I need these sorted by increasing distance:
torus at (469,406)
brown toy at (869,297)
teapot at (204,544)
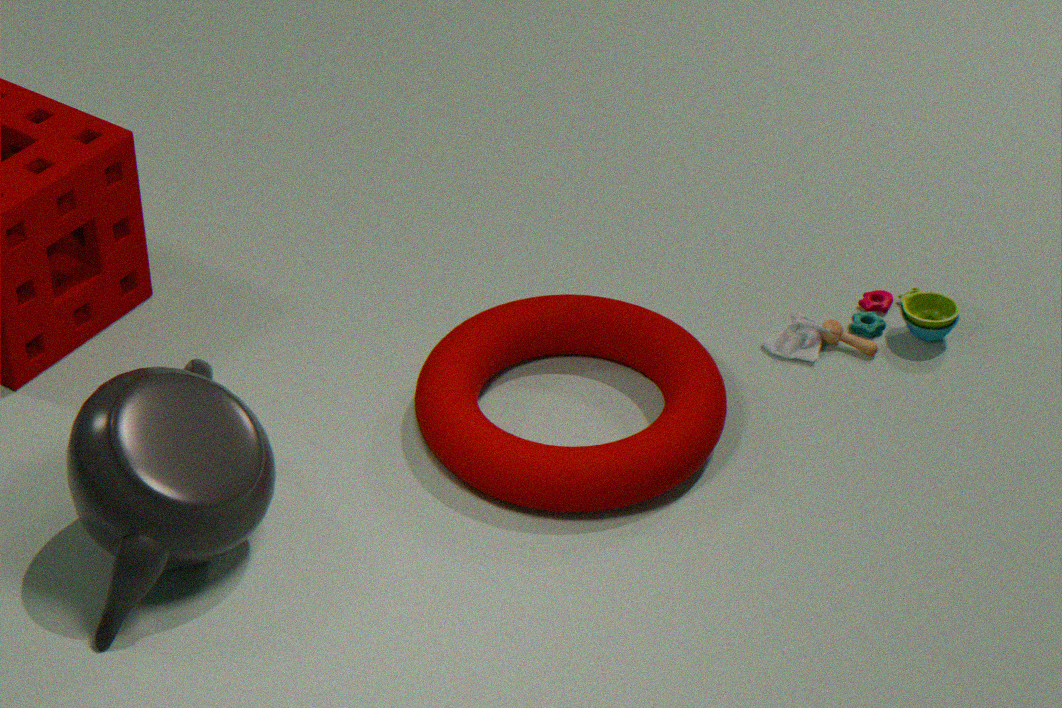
1. teapot at (204,544)
2. torus at (469,406)
3. brown toy at (869,297)
